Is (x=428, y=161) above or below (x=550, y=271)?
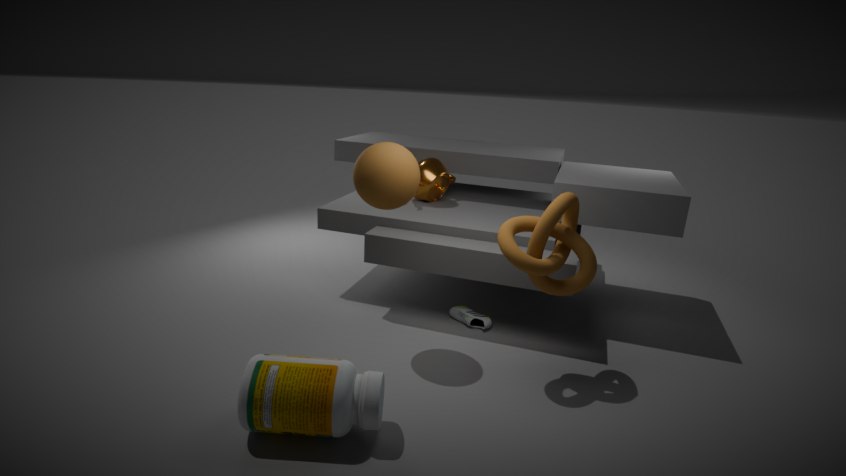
above
